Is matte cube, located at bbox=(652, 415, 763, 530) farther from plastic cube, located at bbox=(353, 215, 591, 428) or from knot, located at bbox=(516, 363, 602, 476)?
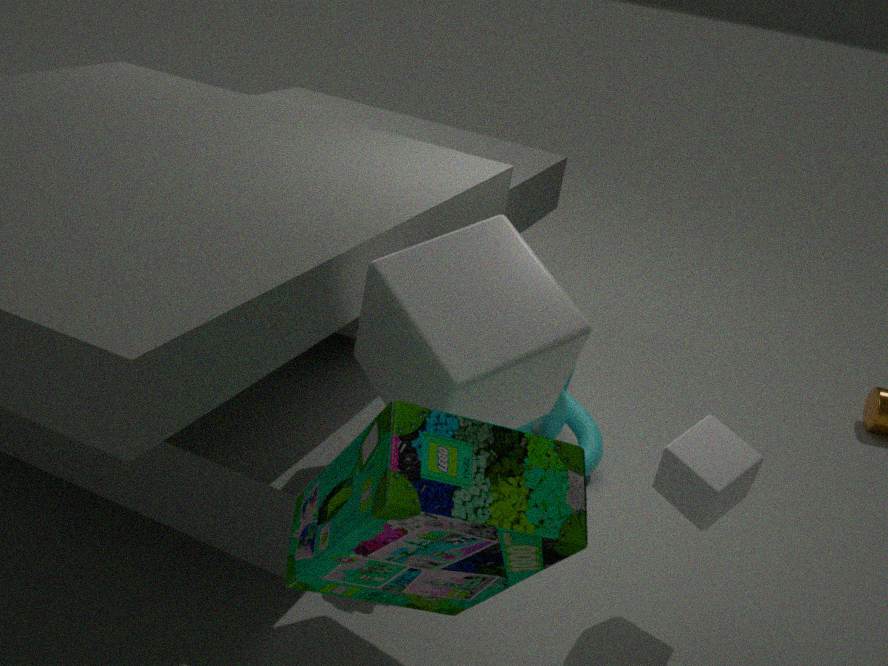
knot, located at bbox=(516, 363, 602, 476)
